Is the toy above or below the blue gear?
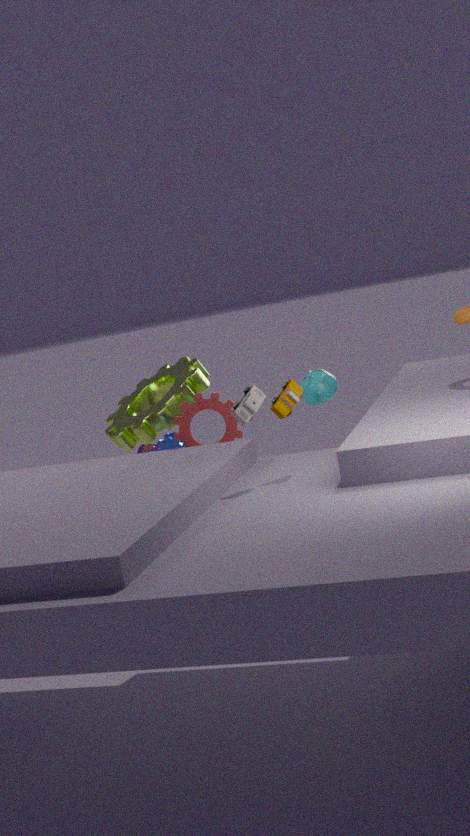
above
